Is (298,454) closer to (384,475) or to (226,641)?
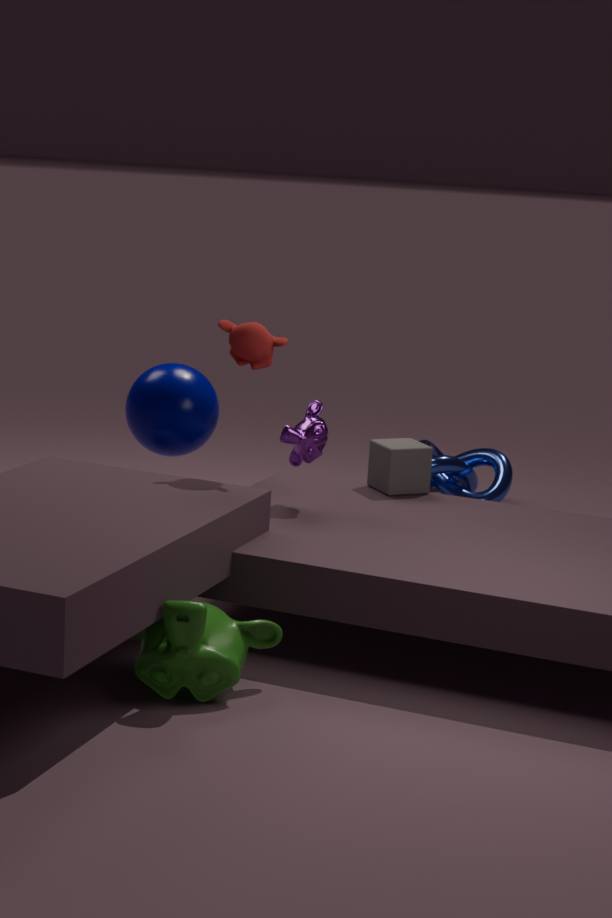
(384,475)
